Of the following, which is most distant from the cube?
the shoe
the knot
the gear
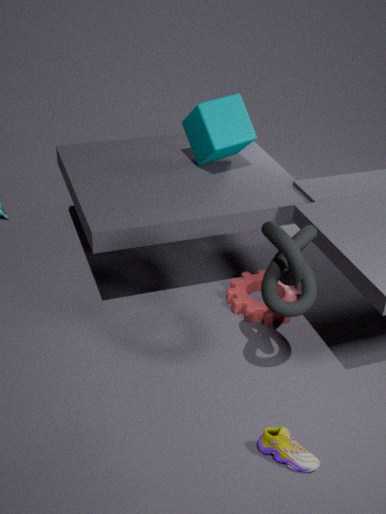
the shoe
